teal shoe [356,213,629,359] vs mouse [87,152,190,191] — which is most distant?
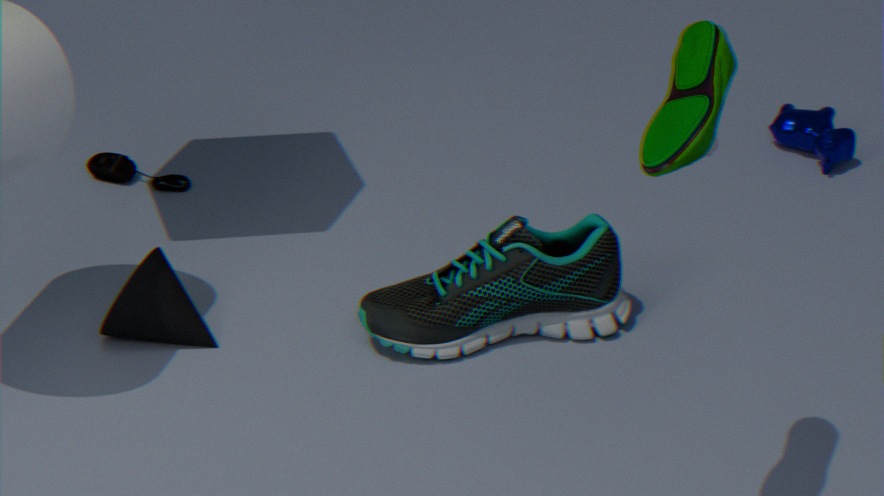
mouse [87,152,190,191]
